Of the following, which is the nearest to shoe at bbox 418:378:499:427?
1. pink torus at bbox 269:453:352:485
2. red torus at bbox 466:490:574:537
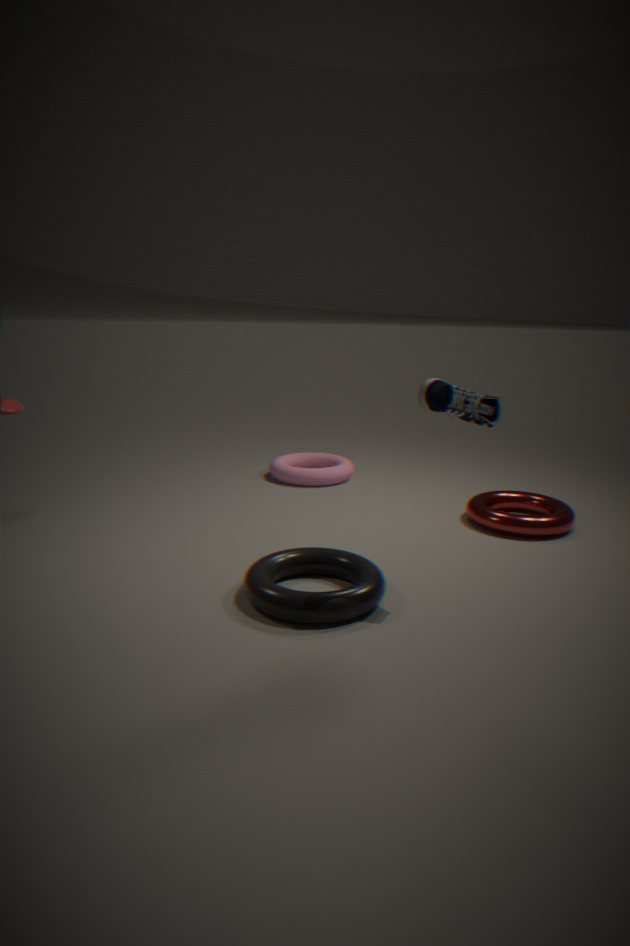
red torus at bbox 466:490:574:537
